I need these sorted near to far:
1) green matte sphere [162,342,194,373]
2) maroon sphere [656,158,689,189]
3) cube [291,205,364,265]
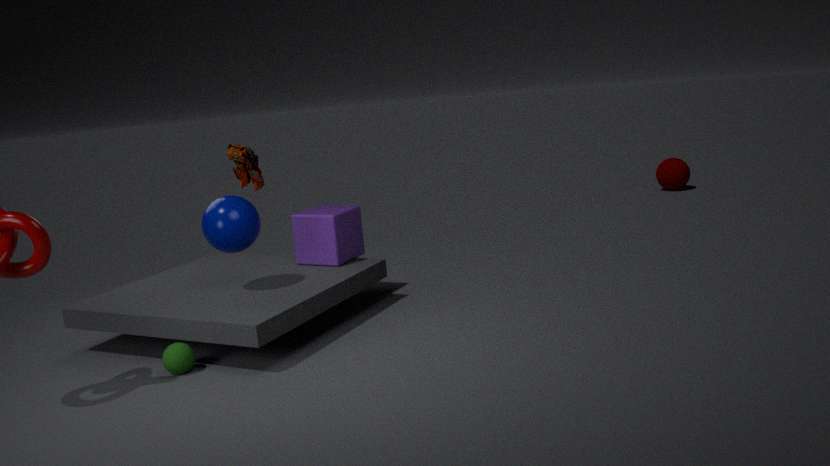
1. green matte sphere [162,342,194,373], 3. cube [291,205,364,265], 2. maroon sphere [656,158,689,189]
